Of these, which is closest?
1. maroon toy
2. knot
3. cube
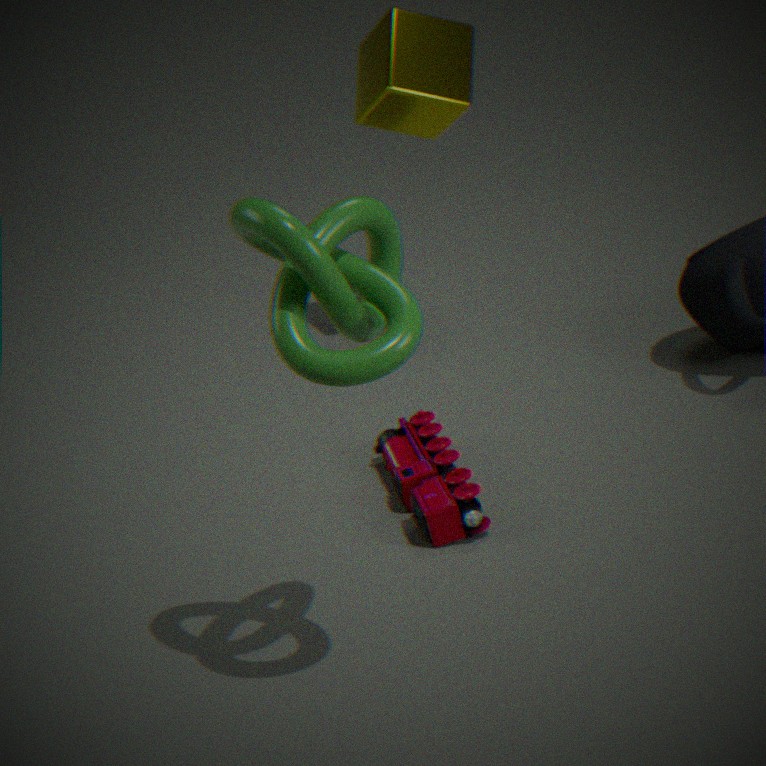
knot
